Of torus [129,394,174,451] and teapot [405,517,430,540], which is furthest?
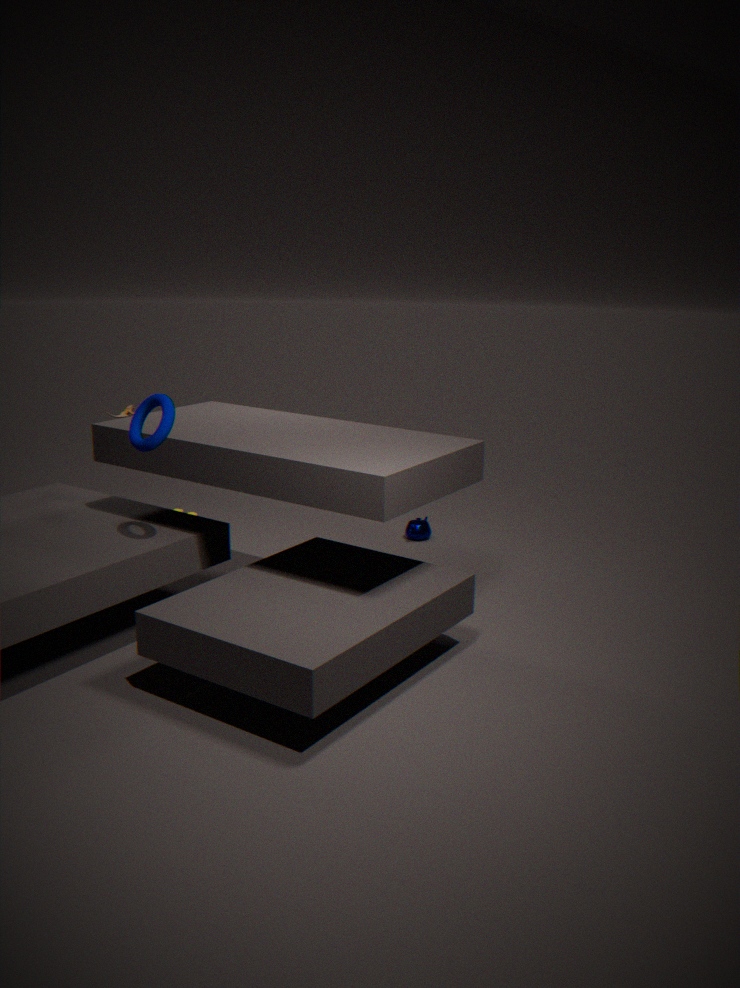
teapot [405,517,430,540]
